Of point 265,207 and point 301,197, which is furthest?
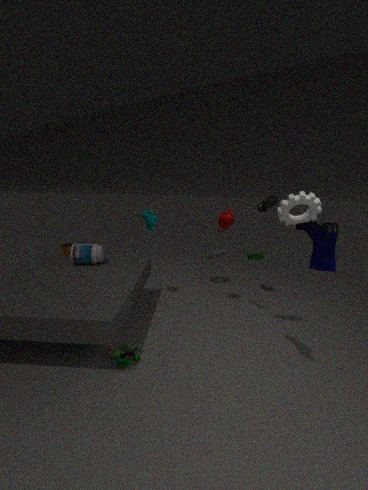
point 265,207
